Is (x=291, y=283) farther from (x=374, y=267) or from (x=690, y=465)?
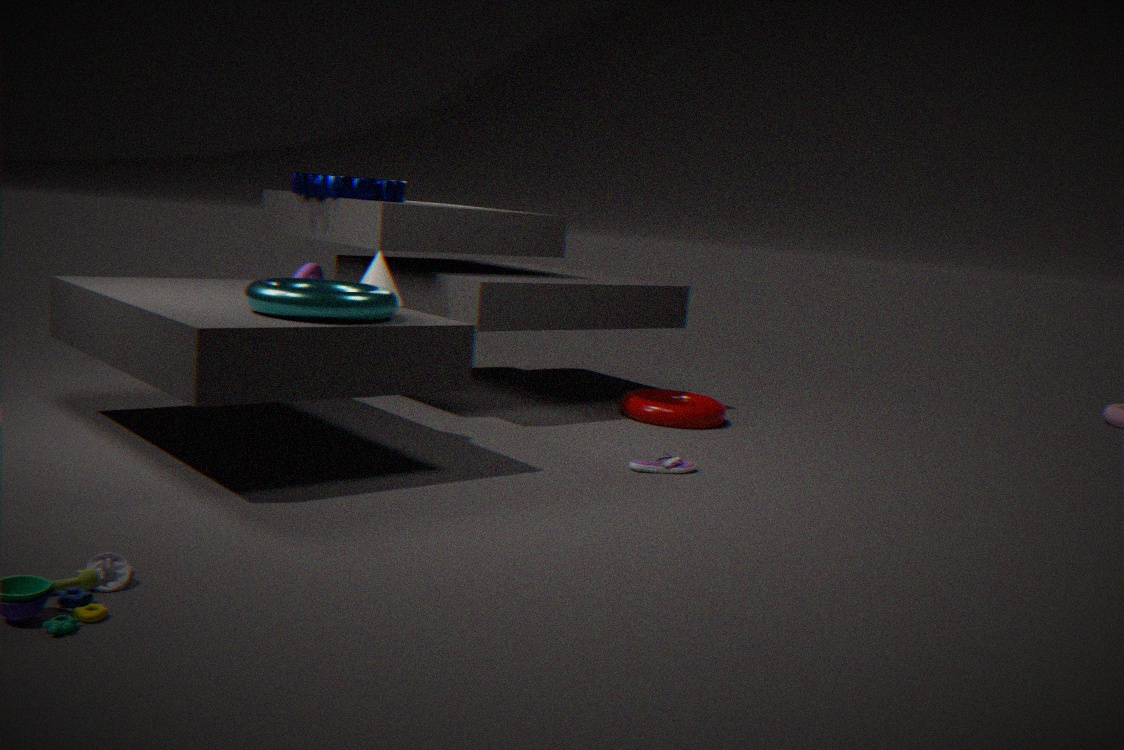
(x=690, y=465)
